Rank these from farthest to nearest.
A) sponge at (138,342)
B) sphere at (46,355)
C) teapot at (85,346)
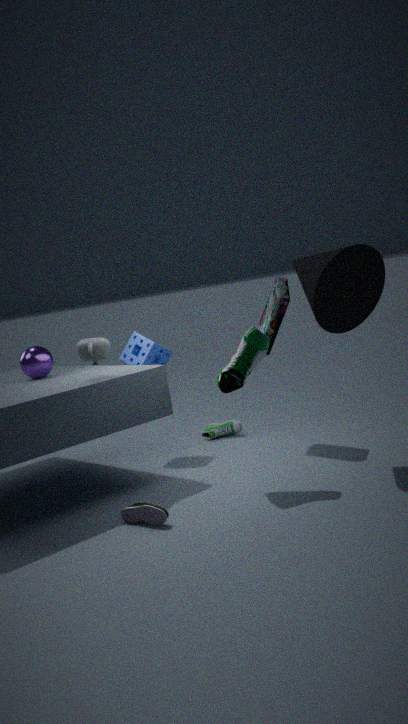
1. sponge at (138,342)
2. sphere at (46,355)
3. teapot at (85,346)
